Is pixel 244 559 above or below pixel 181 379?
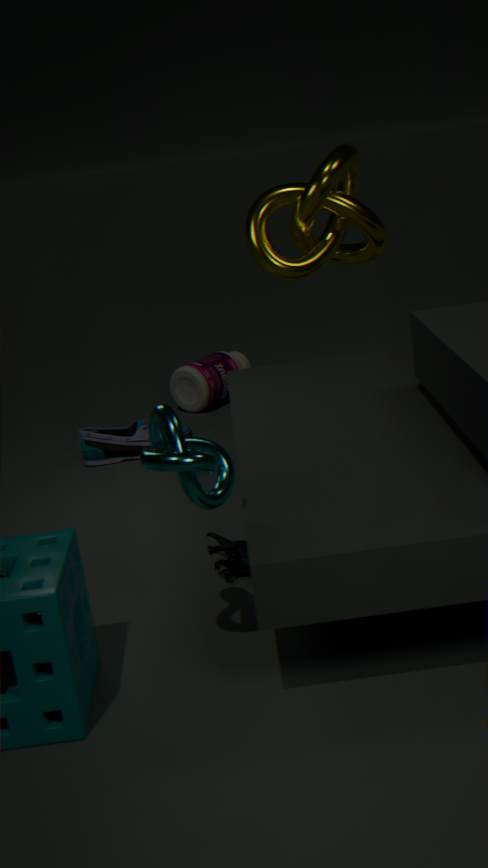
below
